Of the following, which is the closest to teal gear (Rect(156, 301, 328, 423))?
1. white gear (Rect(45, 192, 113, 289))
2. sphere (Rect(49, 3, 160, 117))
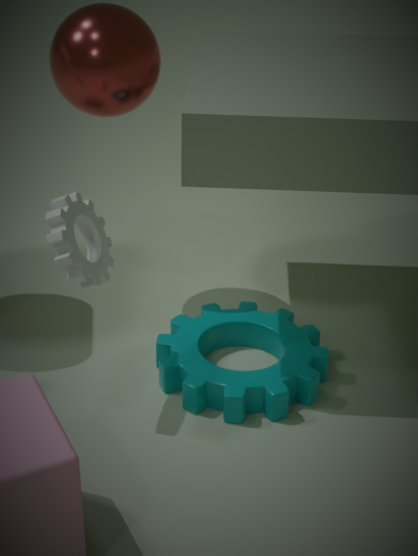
white gear (Rect(45, 192, 113, 289))
